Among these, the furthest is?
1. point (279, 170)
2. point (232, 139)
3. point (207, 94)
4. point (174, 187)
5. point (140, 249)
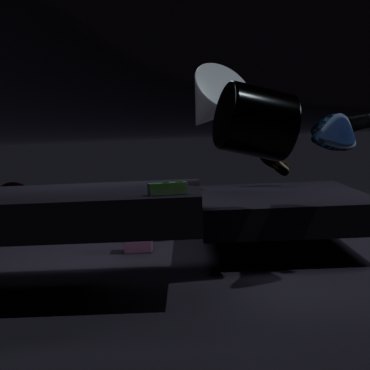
point (279, 170)
